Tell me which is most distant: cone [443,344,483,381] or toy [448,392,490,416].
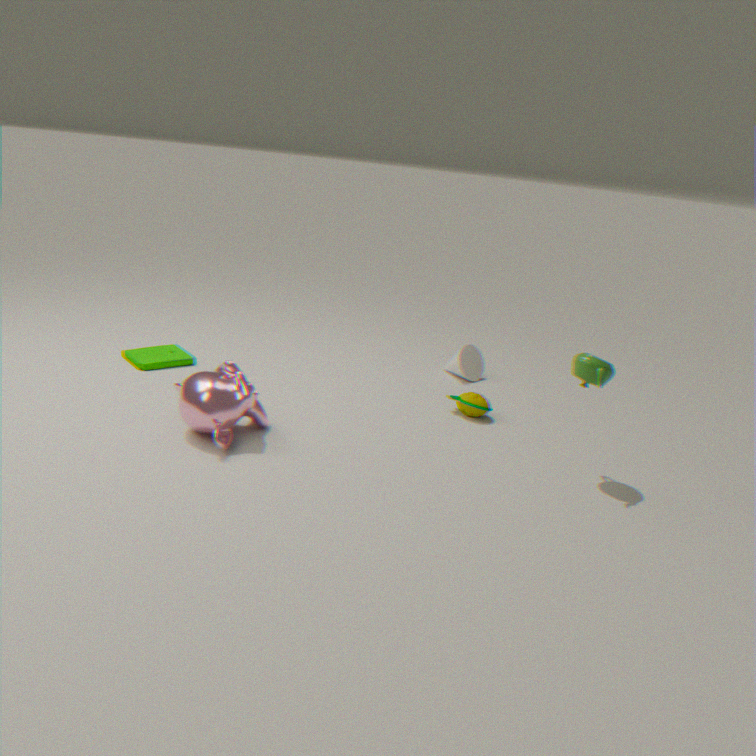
cone [443,344,483,381]
